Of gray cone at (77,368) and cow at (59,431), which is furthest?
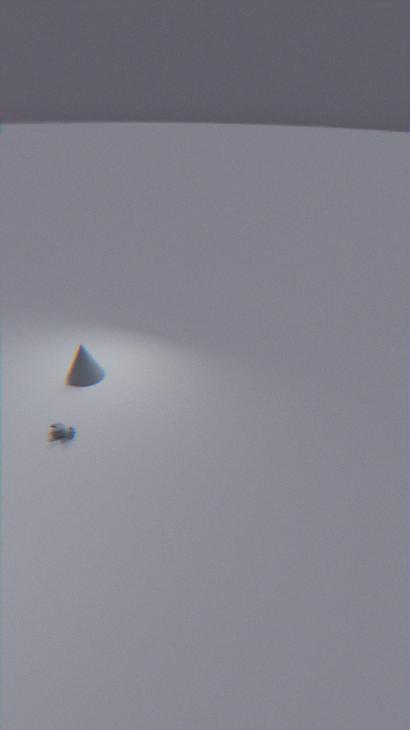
gray cone at (77,368)
